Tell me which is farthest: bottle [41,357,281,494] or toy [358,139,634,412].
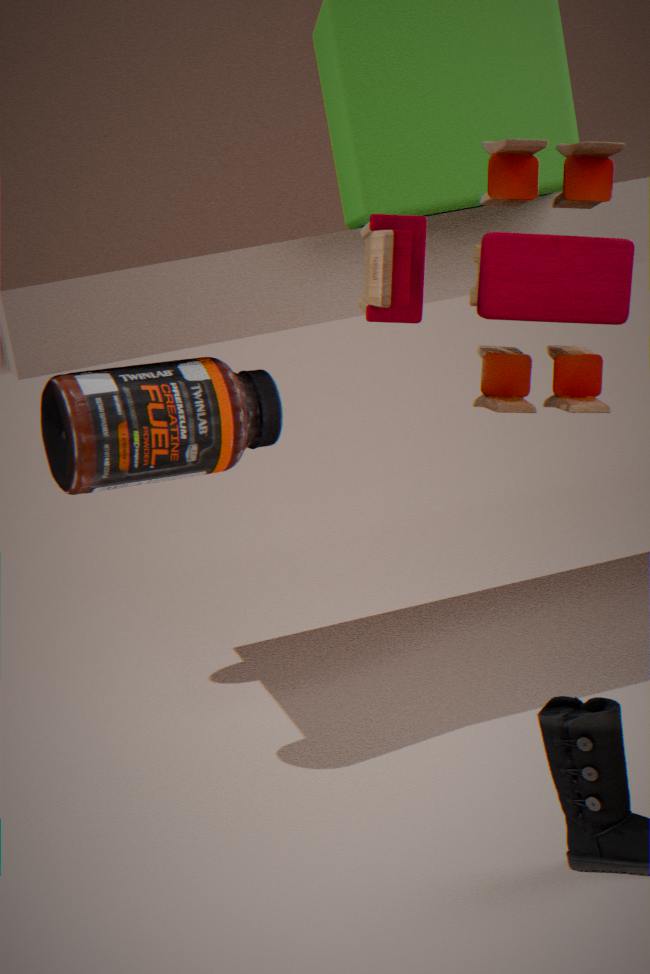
bottle [41,357,281,494]
